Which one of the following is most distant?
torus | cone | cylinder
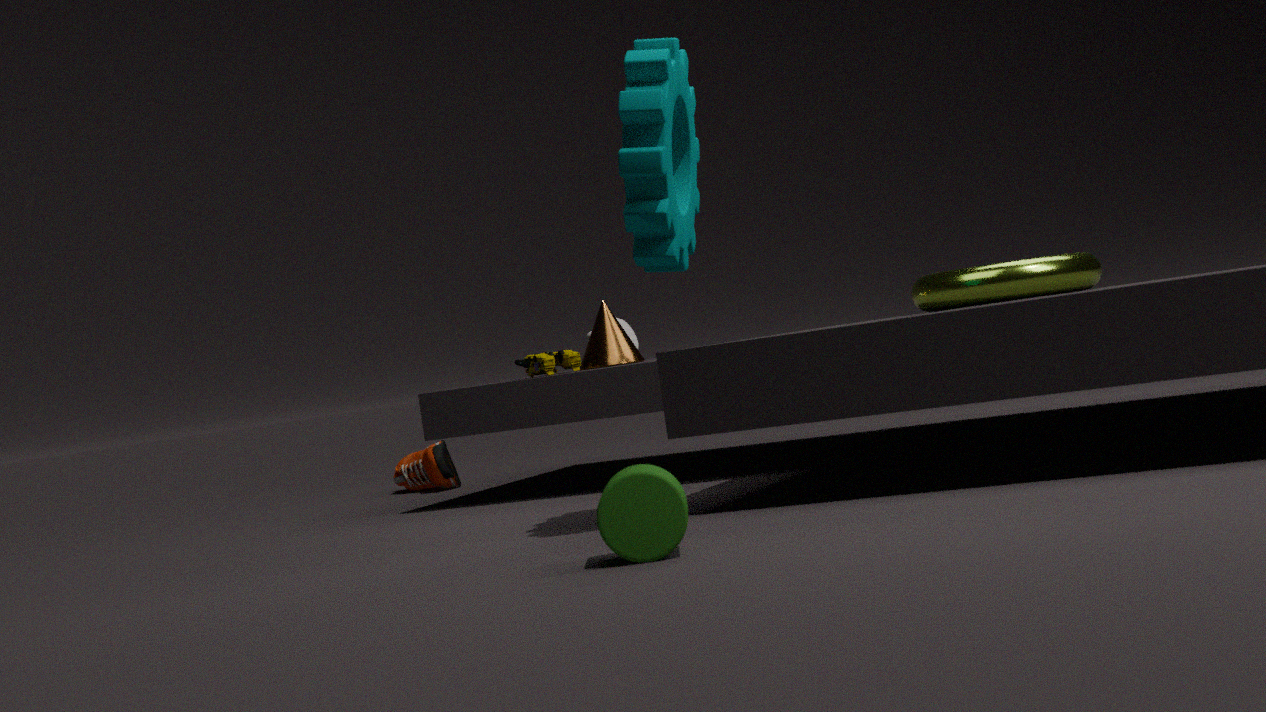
cone
